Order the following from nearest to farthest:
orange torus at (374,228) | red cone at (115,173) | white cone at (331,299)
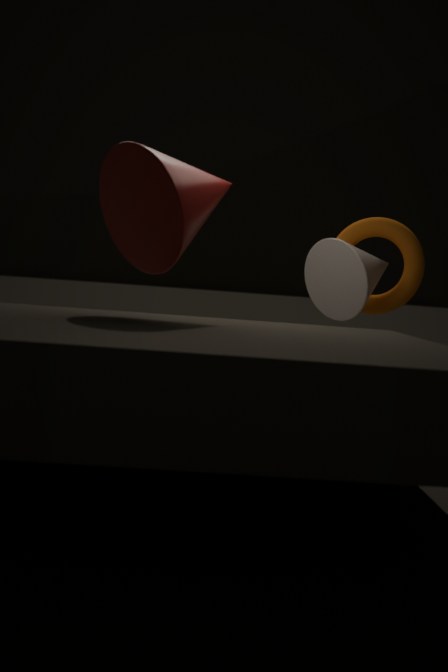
1. red cone at (115,173)
2. white cone at (331,299)
3. orange torus at (374,228)
